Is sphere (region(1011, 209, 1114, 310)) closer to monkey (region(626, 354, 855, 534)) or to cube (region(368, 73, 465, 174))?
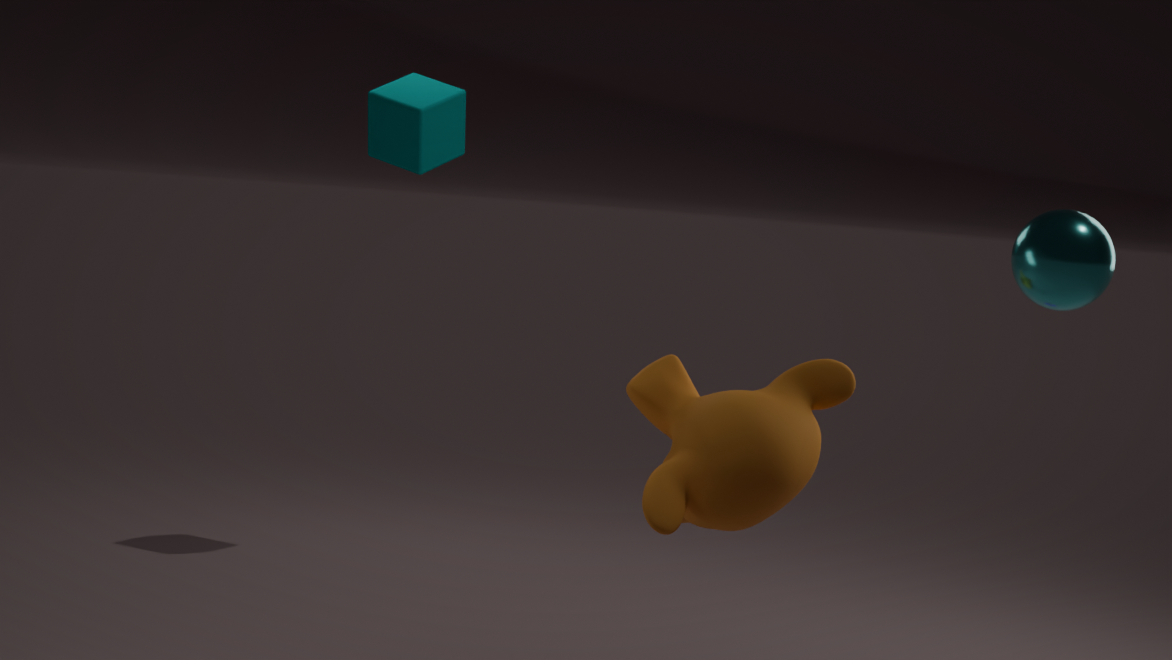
monkey (region(626, 354, 855, 534))
